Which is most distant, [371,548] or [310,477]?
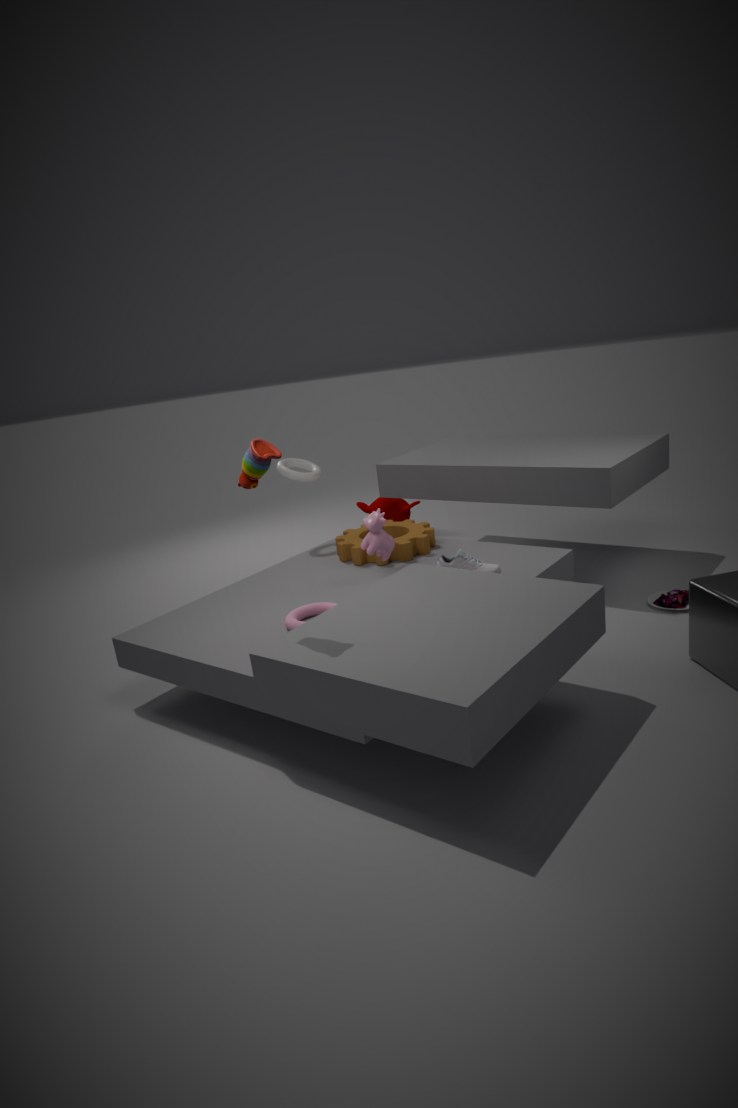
[310,477]
